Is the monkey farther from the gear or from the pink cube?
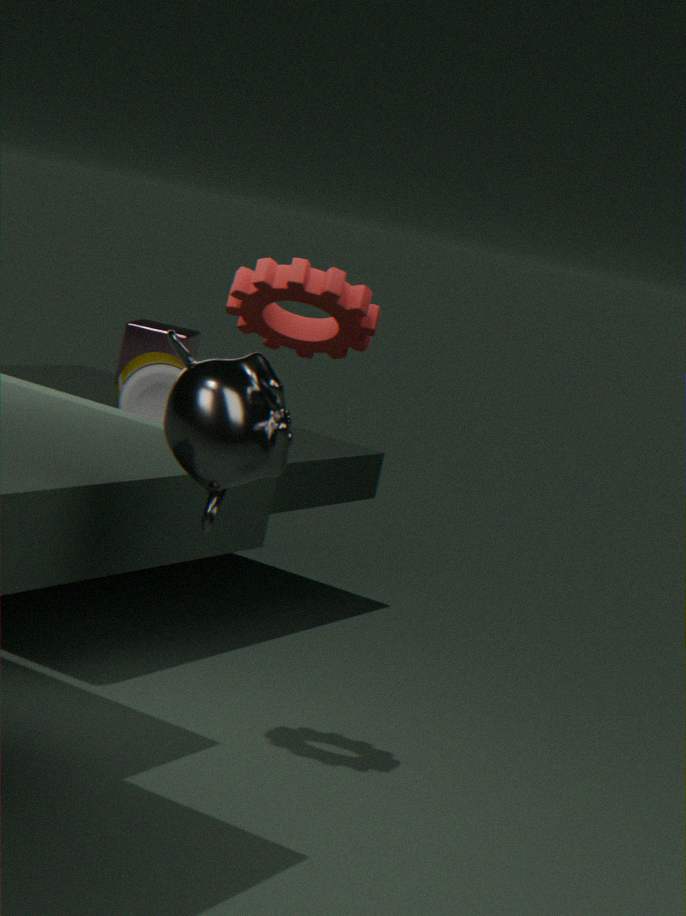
the pink cube
